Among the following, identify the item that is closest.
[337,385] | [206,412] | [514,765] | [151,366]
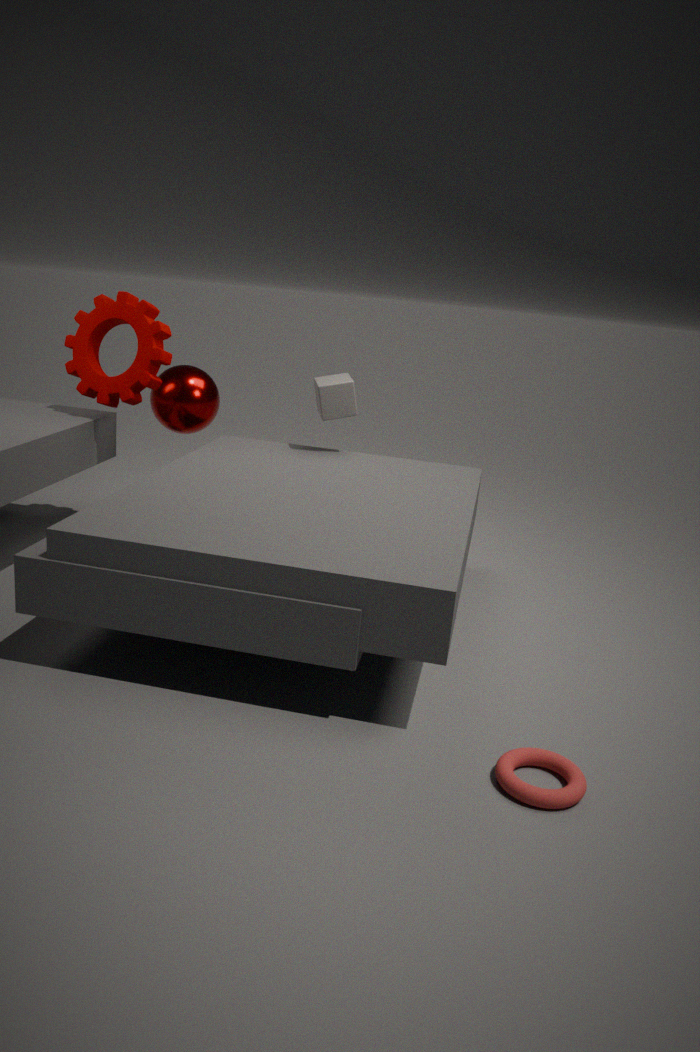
[514,765]
